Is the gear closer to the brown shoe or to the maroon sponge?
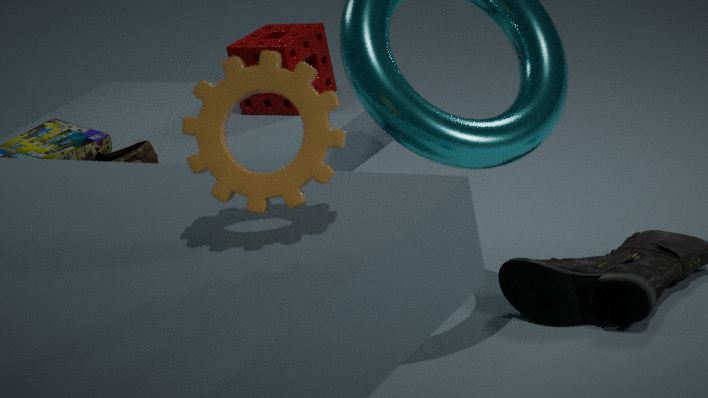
the brown shoe
